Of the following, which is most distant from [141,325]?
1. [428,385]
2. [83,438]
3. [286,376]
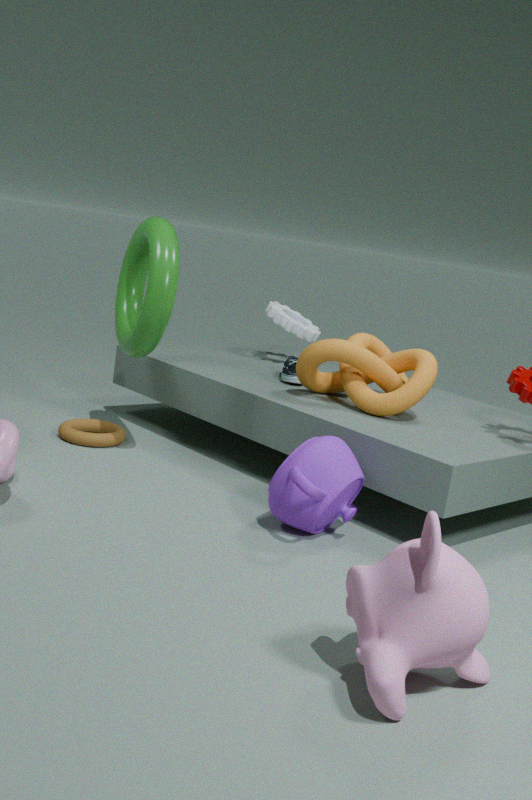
[428,385]
